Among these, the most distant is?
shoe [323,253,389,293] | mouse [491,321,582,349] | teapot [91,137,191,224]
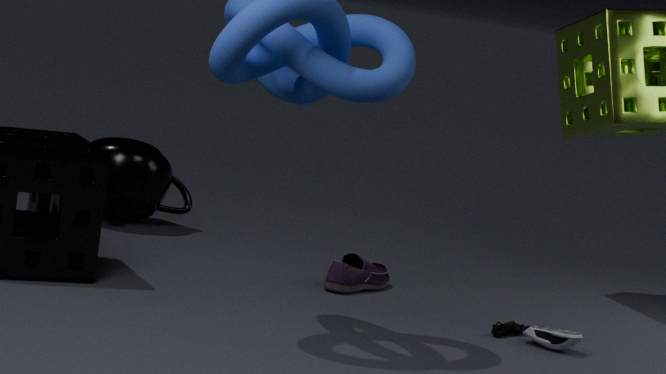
teapot [91,137,191,224]
